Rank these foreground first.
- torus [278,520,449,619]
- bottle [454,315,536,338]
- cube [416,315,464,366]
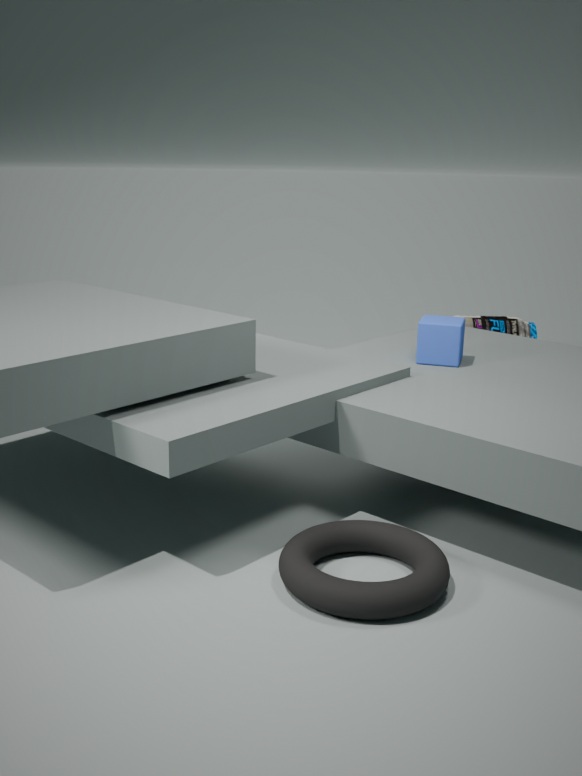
torus [278,520,449,619] < cube [416,315,464,366] < bottle [454,315,536,338]
